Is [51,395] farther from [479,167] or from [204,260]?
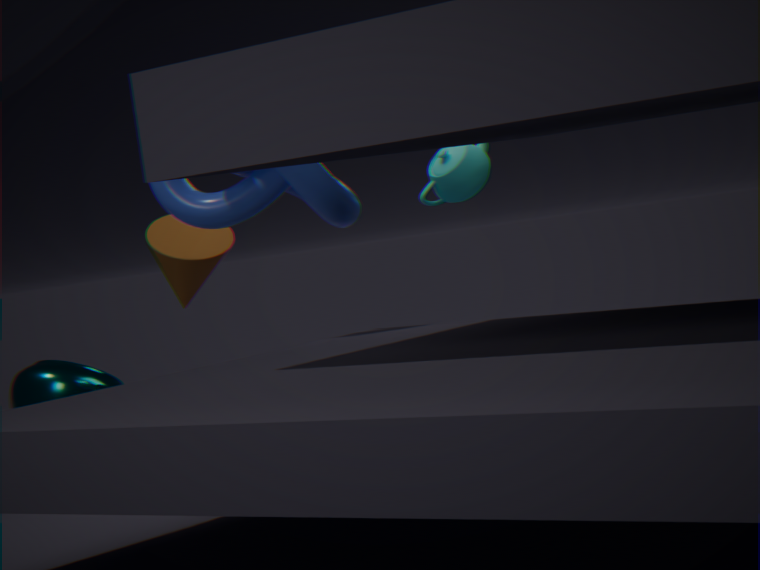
[479,167]
